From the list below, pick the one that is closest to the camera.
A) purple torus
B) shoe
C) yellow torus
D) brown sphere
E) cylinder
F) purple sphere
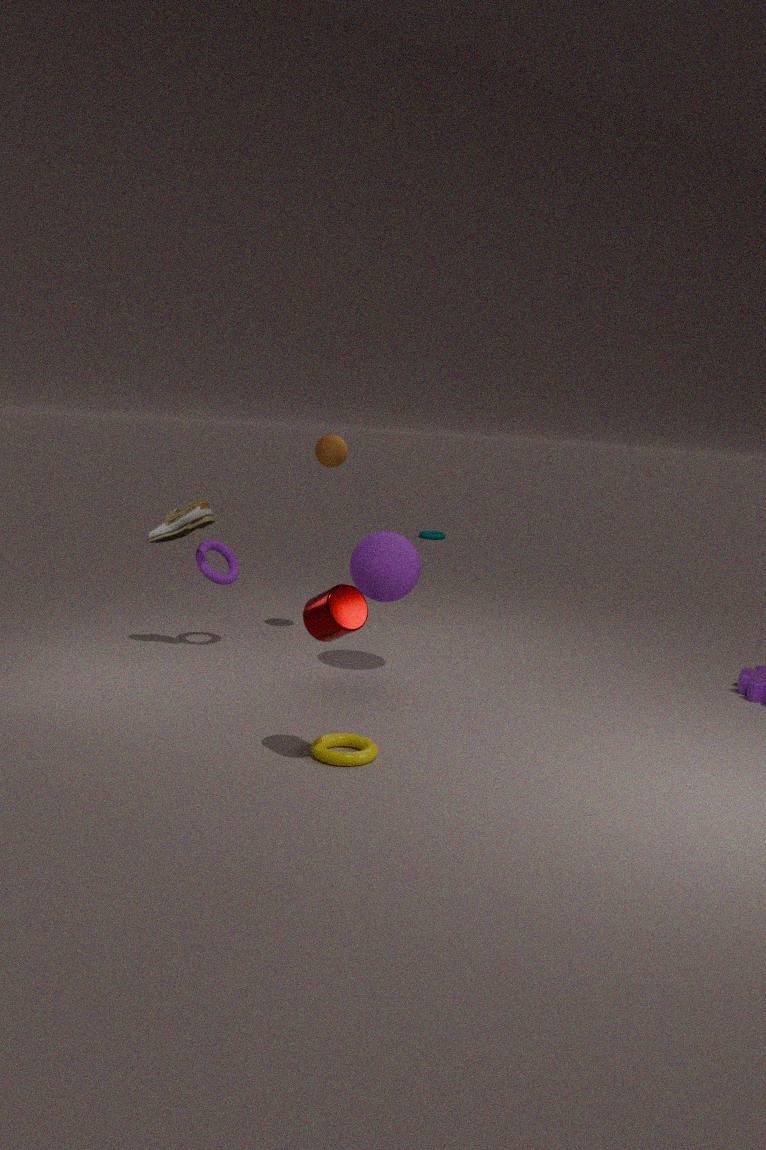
cylinder
